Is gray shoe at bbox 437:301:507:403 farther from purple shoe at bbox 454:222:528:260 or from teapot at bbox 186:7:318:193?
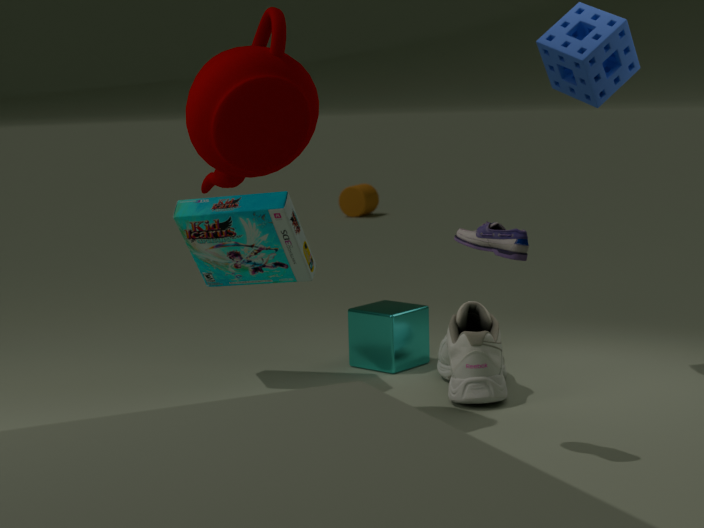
teapot at bbox 186:7:318:193
